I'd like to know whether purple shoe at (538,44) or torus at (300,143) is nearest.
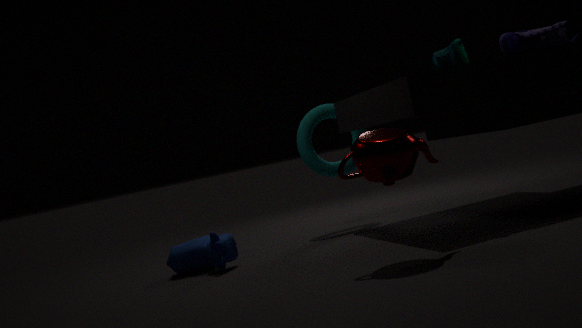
purple shoe at (538,44)
